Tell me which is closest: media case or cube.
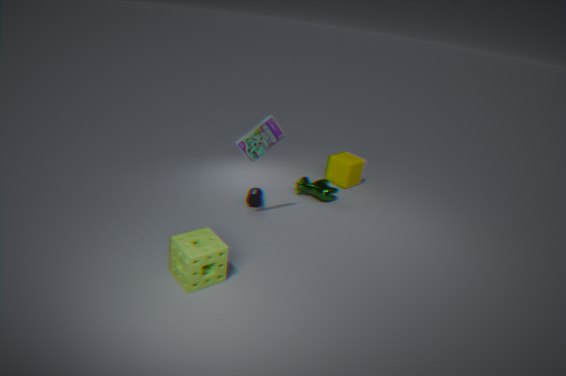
media case
